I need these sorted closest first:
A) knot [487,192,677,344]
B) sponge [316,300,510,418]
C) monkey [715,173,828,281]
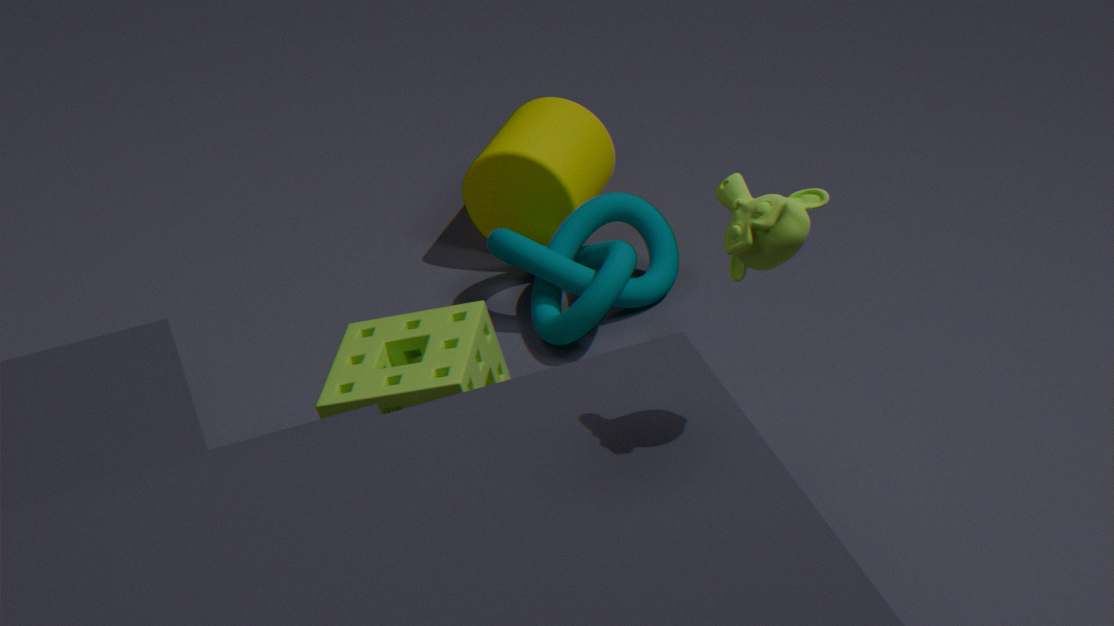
monkey [715,173,828,281]
sponge [316,300,510,418]
knot [487,192,677,344]
